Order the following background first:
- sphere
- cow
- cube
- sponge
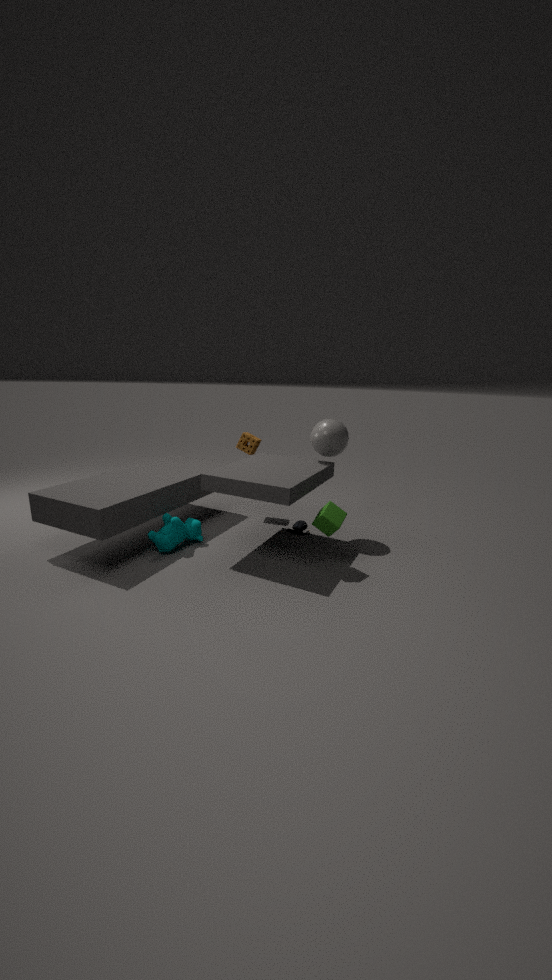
sponge → sphere → cow → cube
